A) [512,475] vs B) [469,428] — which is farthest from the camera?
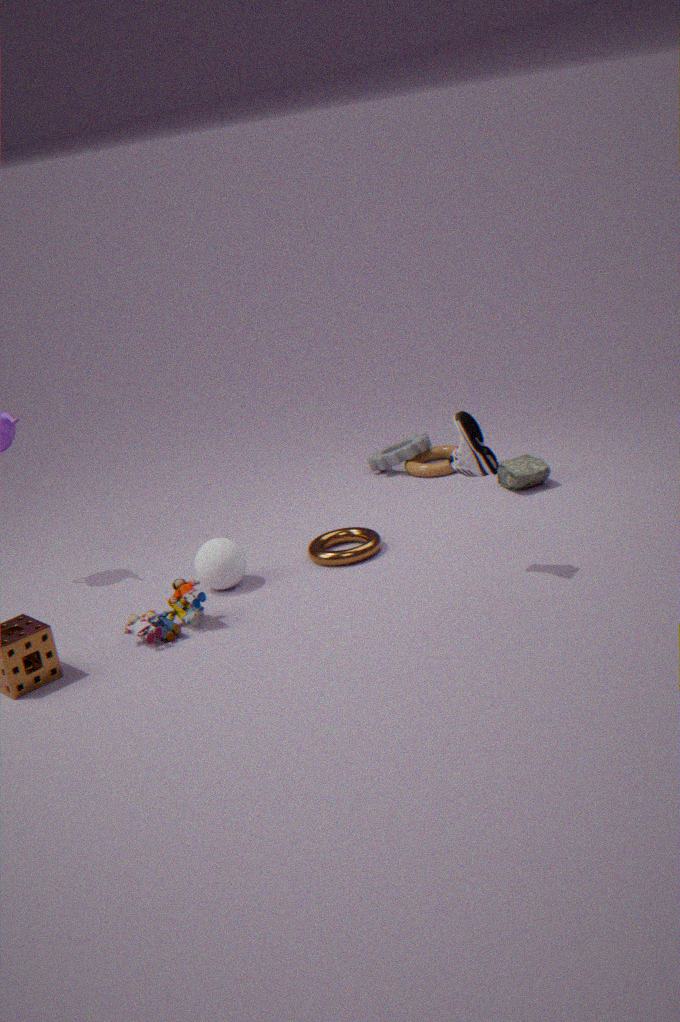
A. [512,475]
